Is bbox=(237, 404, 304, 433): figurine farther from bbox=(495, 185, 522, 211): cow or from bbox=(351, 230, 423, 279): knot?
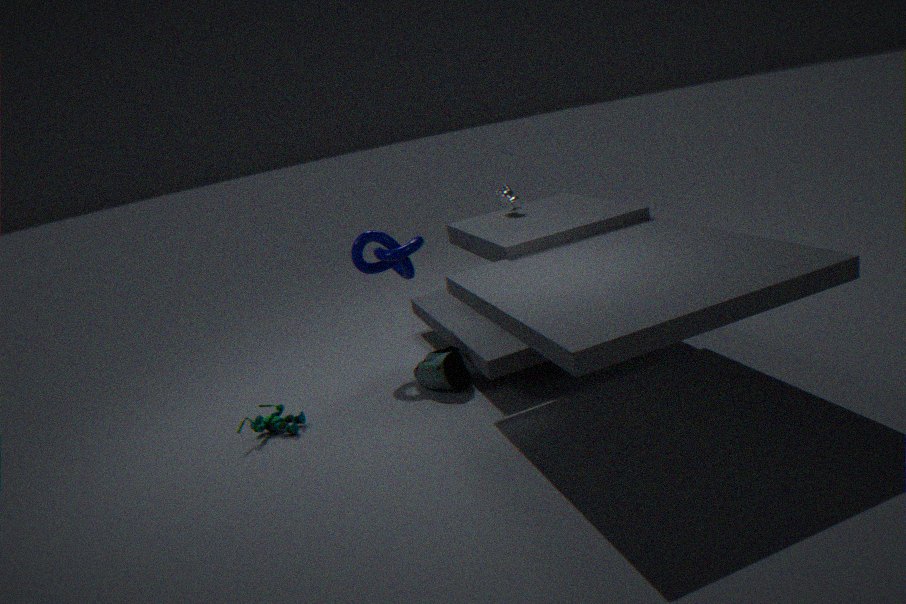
bbox=(495, 185, 522, 211): cow
